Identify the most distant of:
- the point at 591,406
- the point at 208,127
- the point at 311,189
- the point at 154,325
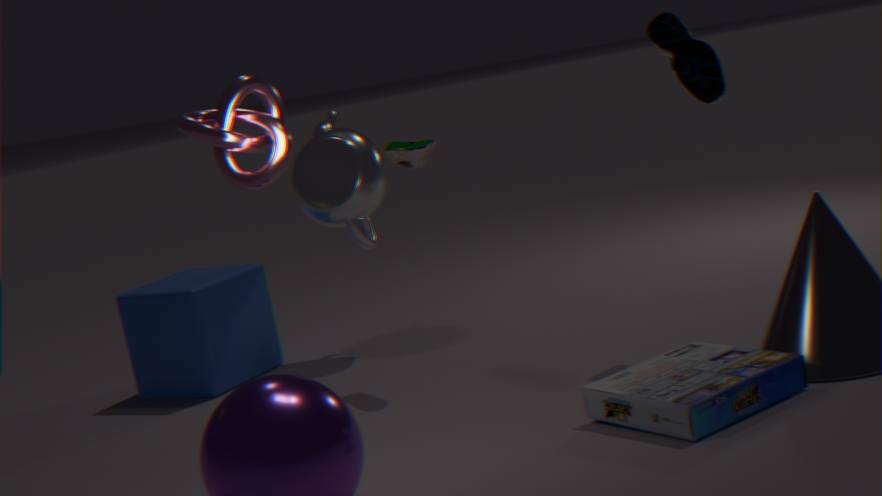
the point at 311,189
